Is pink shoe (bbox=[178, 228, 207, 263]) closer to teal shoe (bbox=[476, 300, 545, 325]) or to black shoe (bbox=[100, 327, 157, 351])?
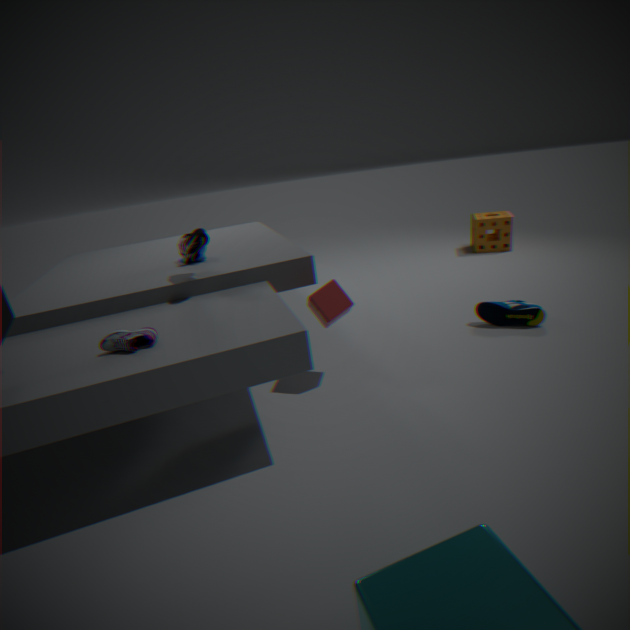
black shoe (bbox=[100, 327, 157, 351])
